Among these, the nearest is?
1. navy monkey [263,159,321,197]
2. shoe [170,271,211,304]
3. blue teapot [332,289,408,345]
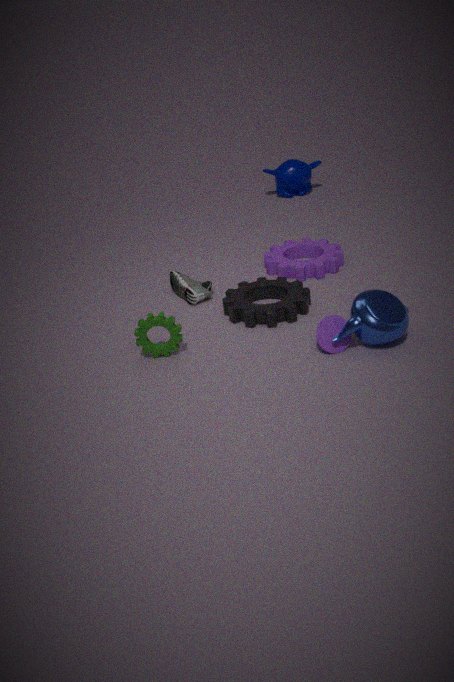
blue teapot [332,289,408,345]
